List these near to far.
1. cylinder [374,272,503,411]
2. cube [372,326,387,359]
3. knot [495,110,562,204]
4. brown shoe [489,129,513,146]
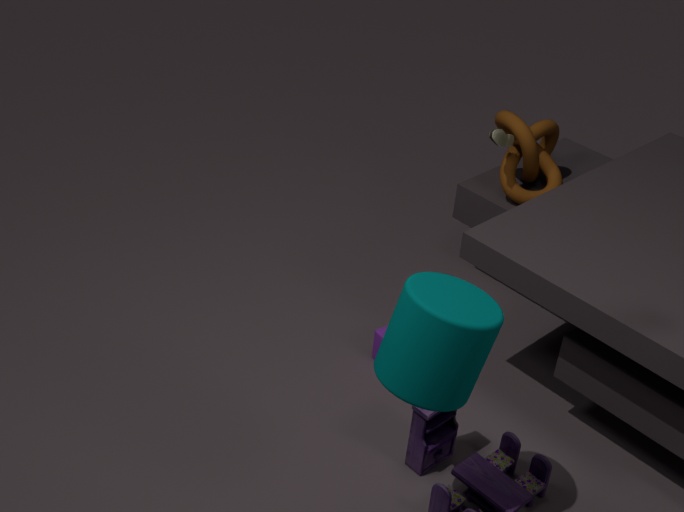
cylinder [374,272,503,411], cube [372,326,387,359], brown shoe [489,129,513,146], knot [495,110,562,204]
